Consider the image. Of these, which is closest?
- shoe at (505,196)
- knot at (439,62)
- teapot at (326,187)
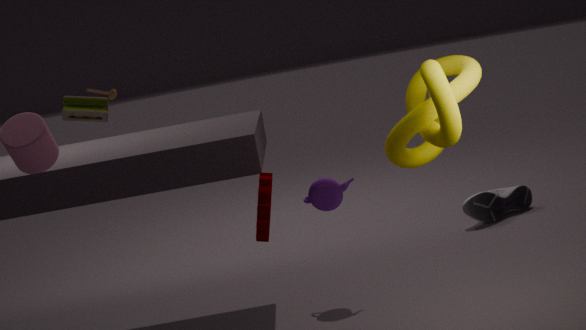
knot at (439,62)
